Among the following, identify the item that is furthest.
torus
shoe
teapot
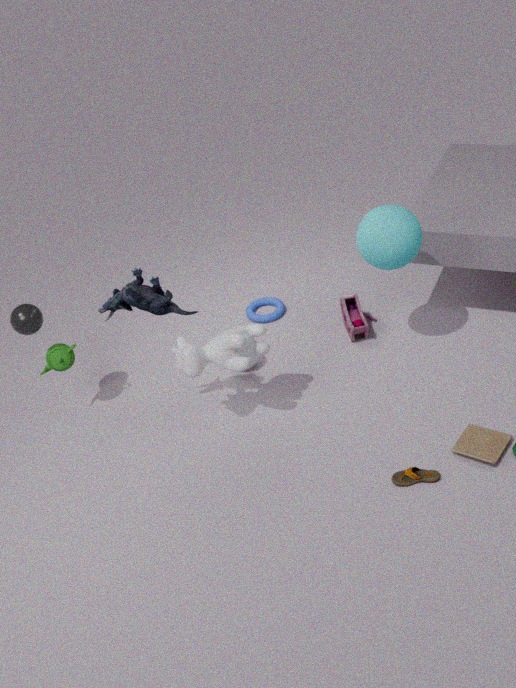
torus
